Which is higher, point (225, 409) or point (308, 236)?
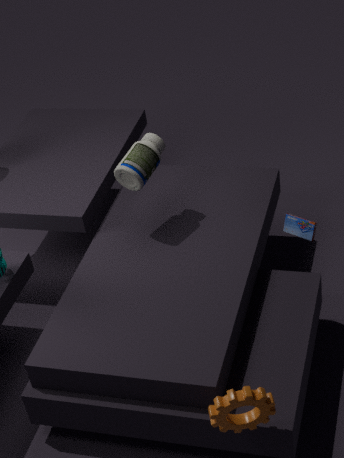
point (308, 236)
